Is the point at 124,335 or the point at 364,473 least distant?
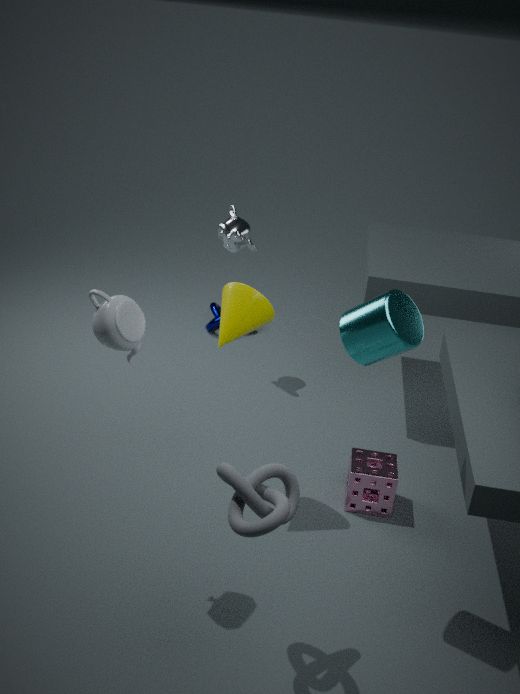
the point at 124,335
